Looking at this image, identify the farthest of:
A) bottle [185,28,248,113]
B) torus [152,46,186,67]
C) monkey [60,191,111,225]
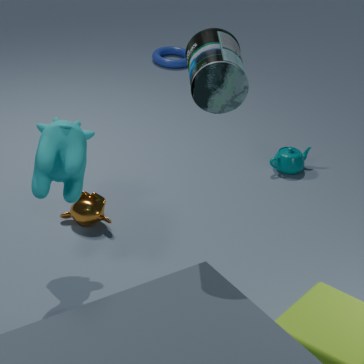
torus [152,46,186,67]
